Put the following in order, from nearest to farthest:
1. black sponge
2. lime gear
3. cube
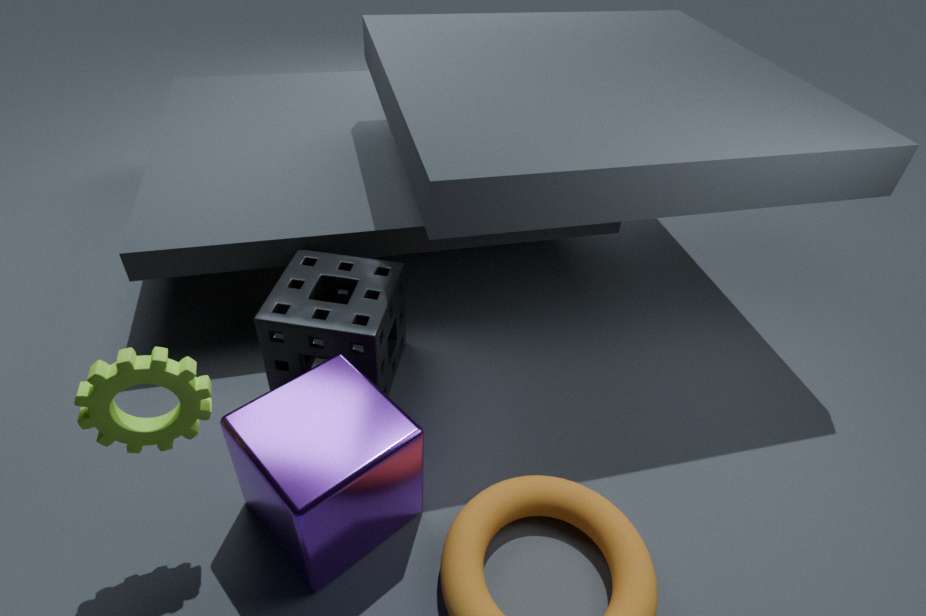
lime gear < cube < black sponge
